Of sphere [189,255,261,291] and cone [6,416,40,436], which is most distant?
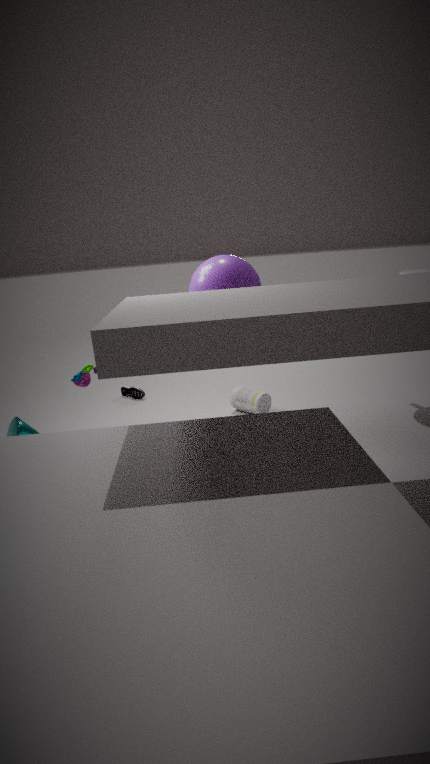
cone [6,416,40,436]
